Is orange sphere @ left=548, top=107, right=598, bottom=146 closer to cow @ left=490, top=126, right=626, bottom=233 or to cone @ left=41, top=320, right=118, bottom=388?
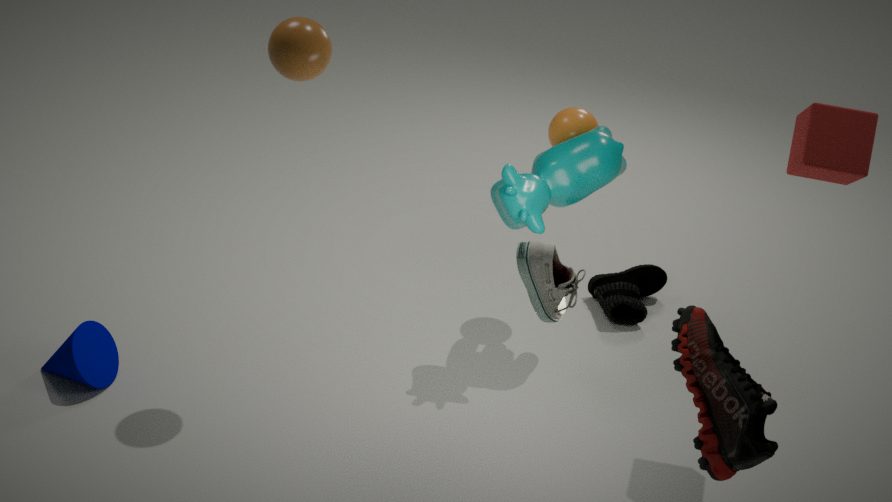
cow @ left=490, top=126, right=626, bottom=233
